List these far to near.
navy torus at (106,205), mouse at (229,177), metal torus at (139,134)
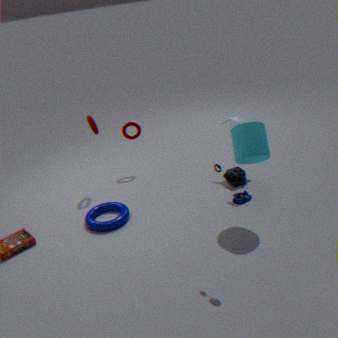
metal torus at (139,134), navy torus at (106,205), mouse at (229,177)
